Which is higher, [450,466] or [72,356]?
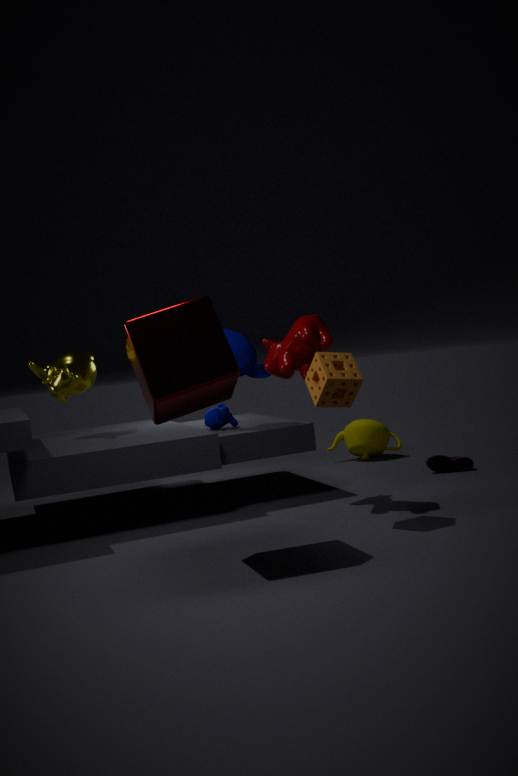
[72,356]
